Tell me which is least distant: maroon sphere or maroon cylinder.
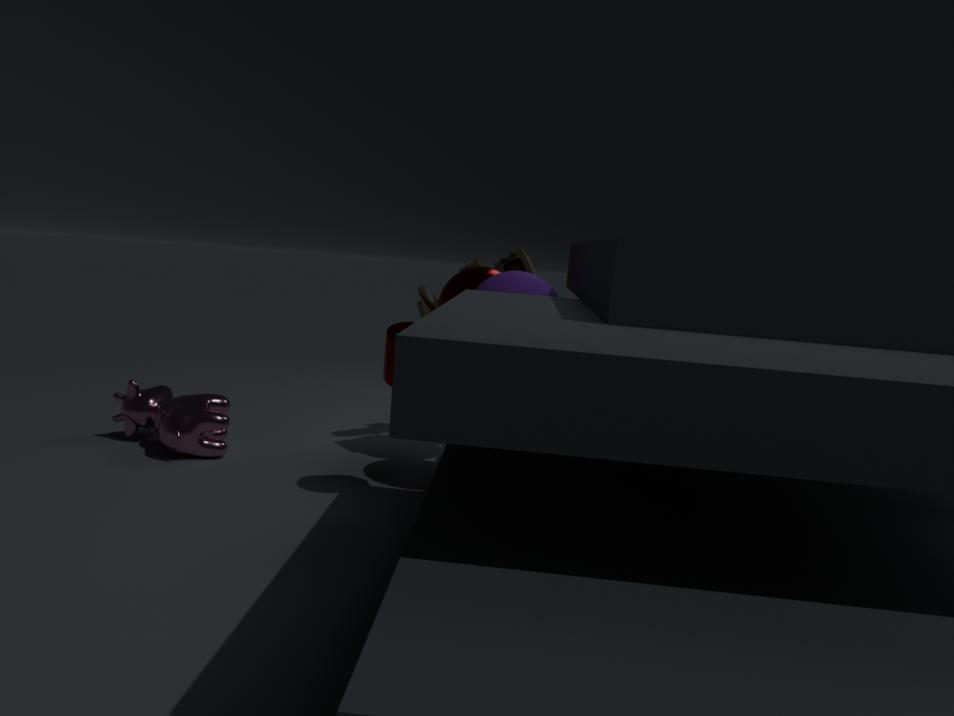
maroon cylinder
